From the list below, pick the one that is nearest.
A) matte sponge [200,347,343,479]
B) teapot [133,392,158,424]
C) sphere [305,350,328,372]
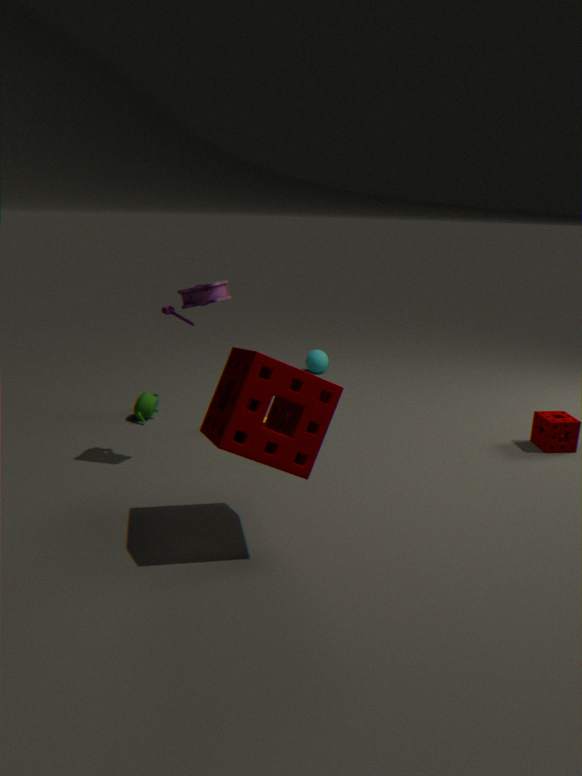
matte sponge [200,347,343,479]
